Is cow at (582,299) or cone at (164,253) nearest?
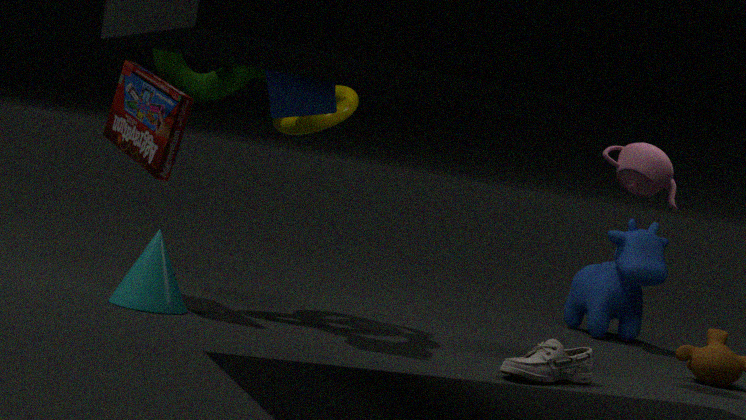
cone at (164,253)
